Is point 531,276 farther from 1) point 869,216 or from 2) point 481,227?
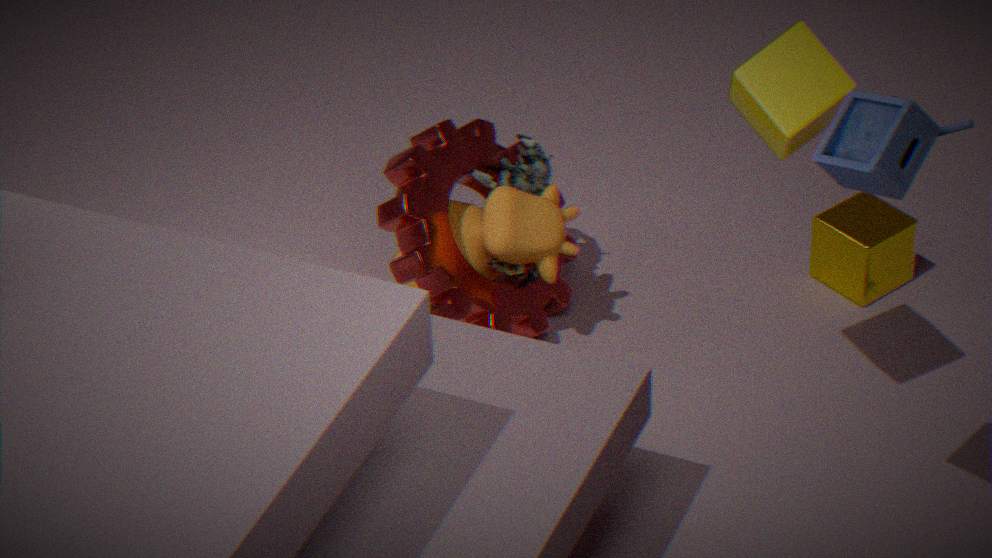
1) point 869,216
